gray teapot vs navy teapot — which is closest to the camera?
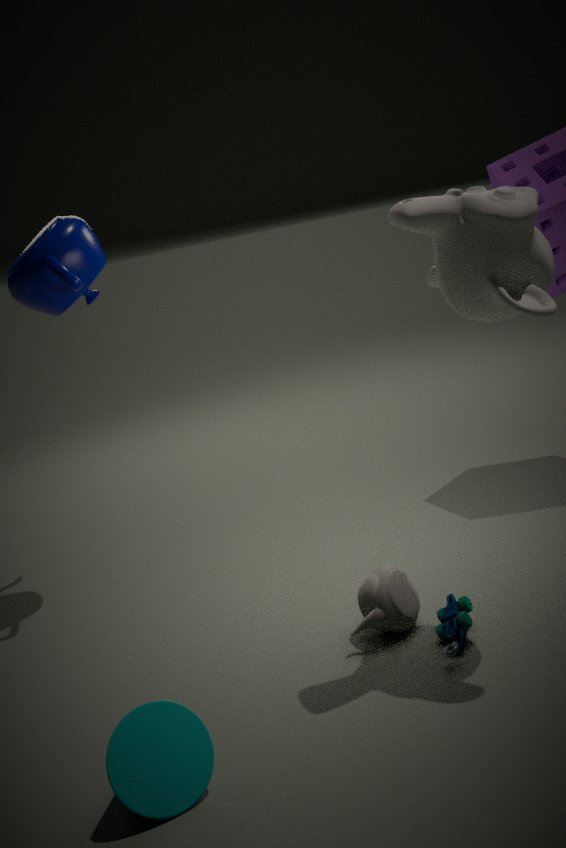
gray teapot
